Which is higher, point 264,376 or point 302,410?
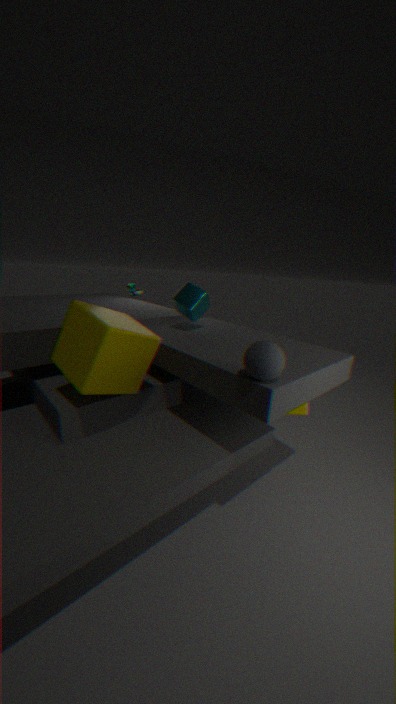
point 264,376
